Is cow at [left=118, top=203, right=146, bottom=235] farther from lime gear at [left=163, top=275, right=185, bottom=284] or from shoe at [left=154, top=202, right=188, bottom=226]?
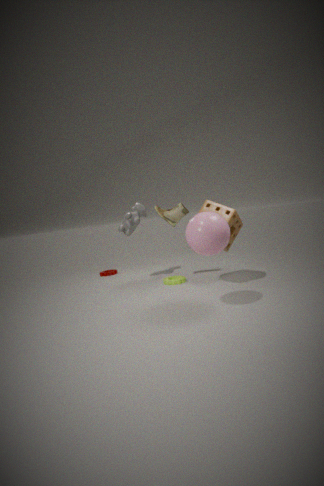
lime gear at [left=163, top=275, right=185, bottom=284]
